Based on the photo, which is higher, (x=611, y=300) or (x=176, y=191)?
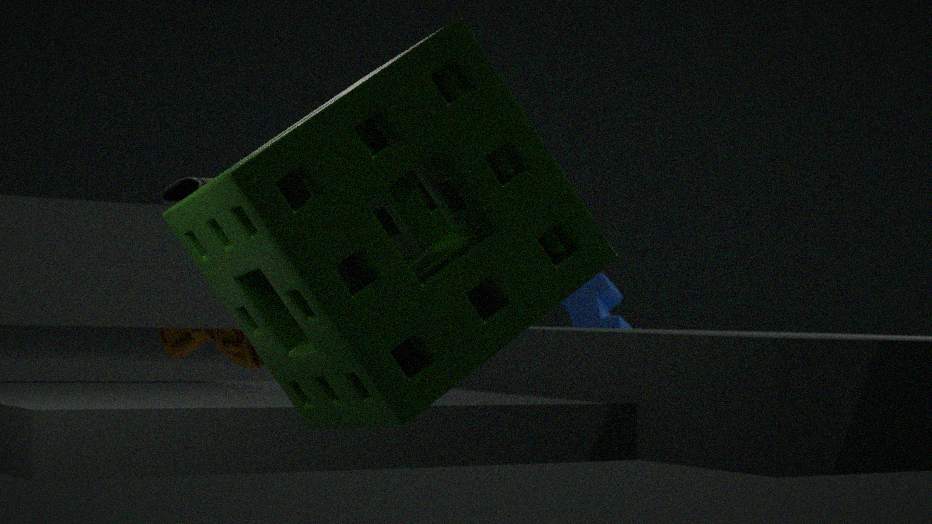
(x=176, y=191)
